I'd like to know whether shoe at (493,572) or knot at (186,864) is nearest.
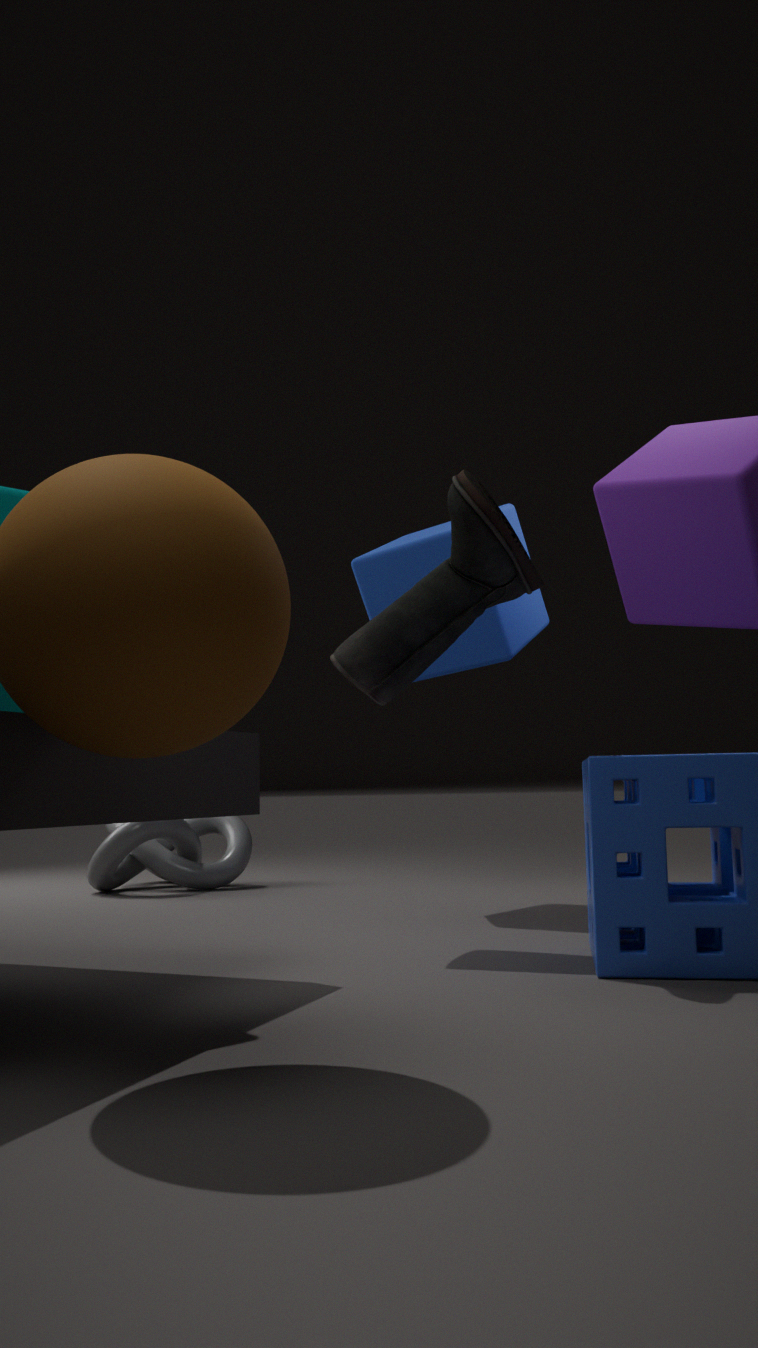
shoe at (493,572)
